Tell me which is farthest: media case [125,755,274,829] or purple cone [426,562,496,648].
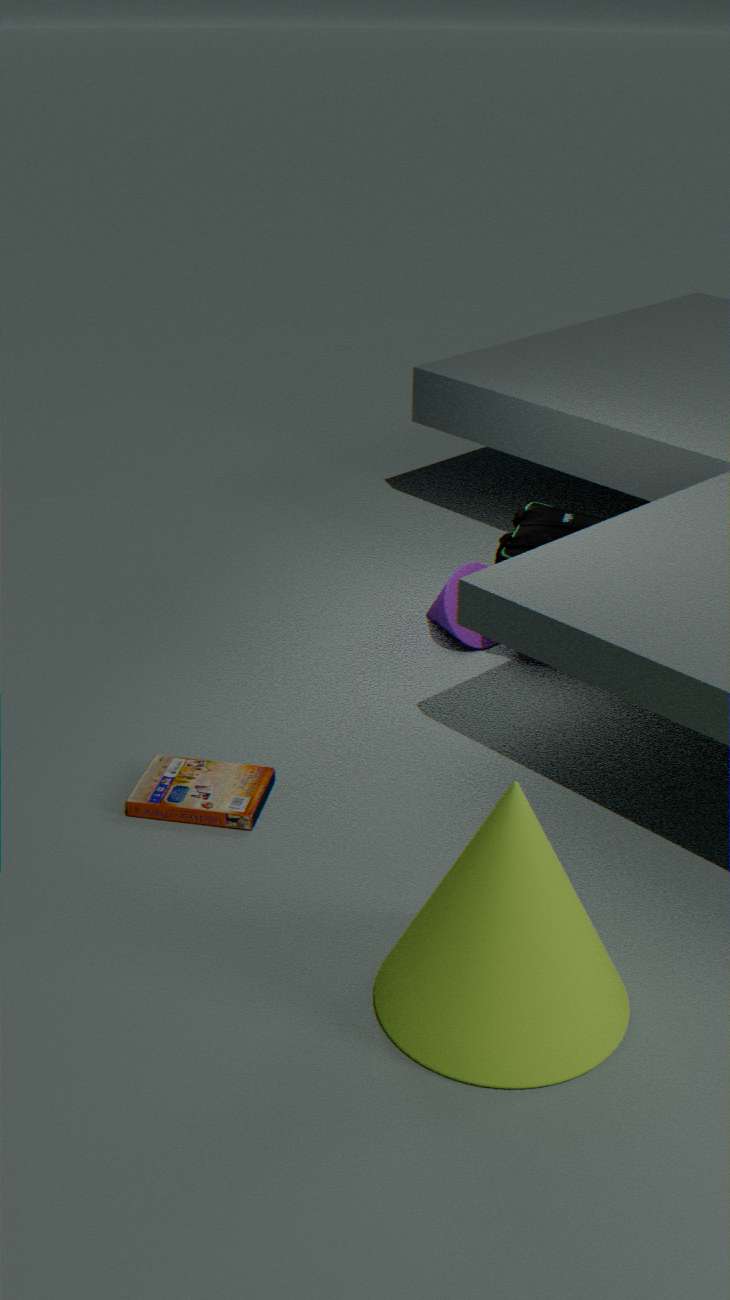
purple cone [426,562,496,648]
